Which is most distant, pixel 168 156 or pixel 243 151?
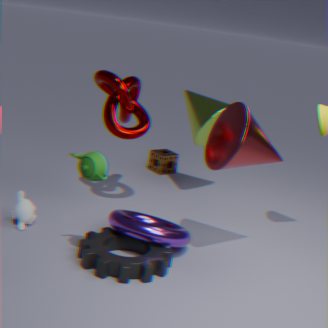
pixel 168 156
